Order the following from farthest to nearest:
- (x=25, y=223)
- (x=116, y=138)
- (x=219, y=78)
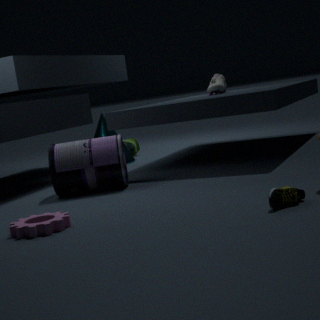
(x=219, y=78) → (x=116, y=138) → (x=25, y=223)
